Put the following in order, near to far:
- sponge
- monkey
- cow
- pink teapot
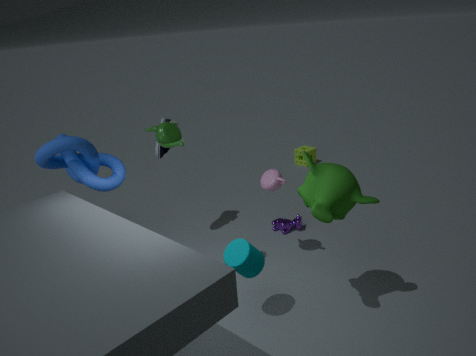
1. monkey
2. pink teapot
3. cow
4. sponge
